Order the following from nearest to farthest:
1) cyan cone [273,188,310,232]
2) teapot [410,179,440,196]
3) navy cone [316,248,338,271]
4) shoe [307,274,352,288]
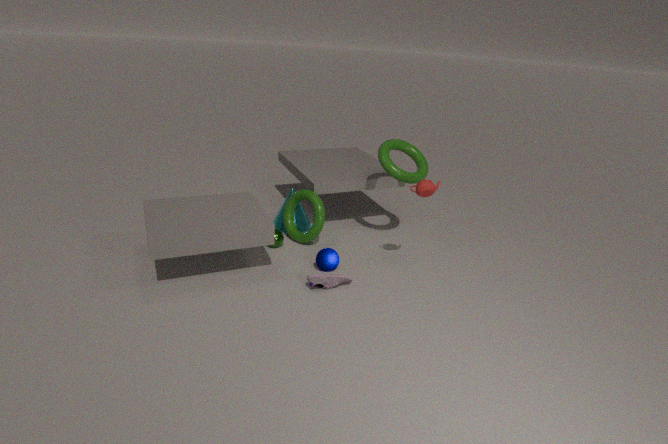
2. teapot [410,179,440,196] < 4. shoe [307,274,352,288] < 3. navy cone [316,248,338,271] < 1. cyan cone [273,188,310,232]
